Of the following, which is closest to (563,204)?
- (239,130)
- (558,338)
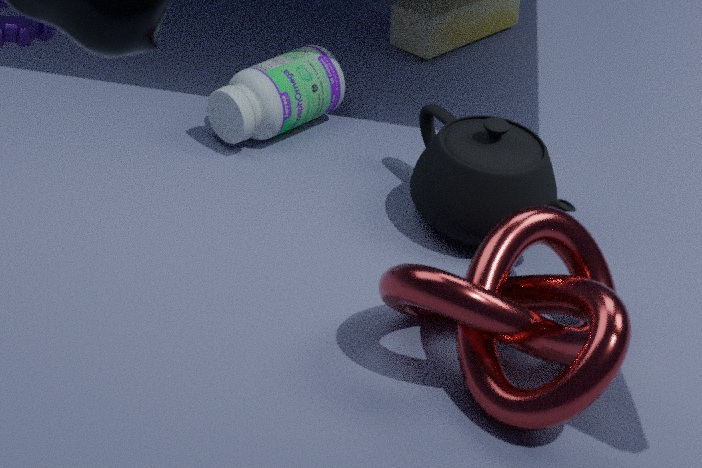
(558,338)
